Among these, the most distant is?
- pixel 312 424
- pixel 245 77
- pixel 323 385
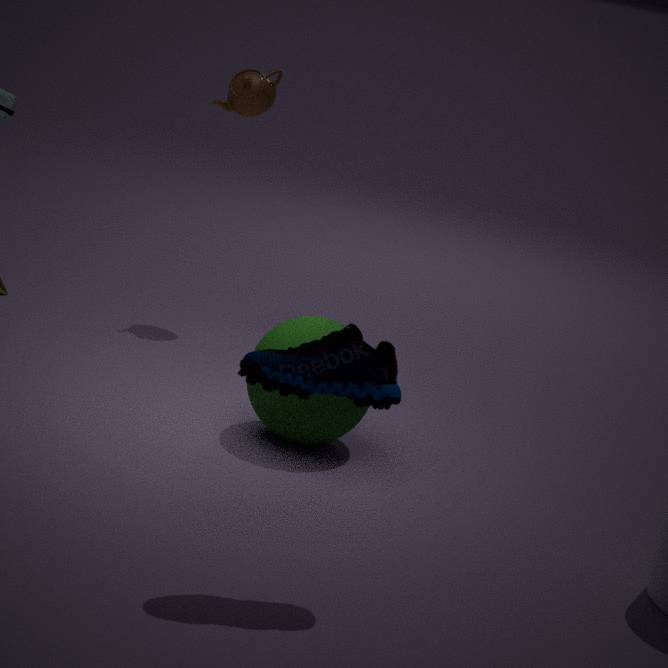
pixel 245 77
